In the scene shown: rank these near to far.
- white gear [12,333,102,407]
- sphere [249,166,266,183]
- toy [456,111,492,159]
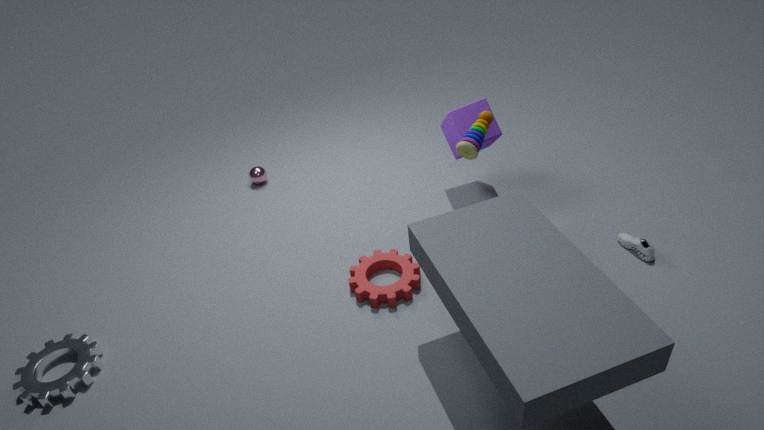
white gear [12,333,102,407] → toy [456,111,492,159] → sphere [249,166,266,183]
